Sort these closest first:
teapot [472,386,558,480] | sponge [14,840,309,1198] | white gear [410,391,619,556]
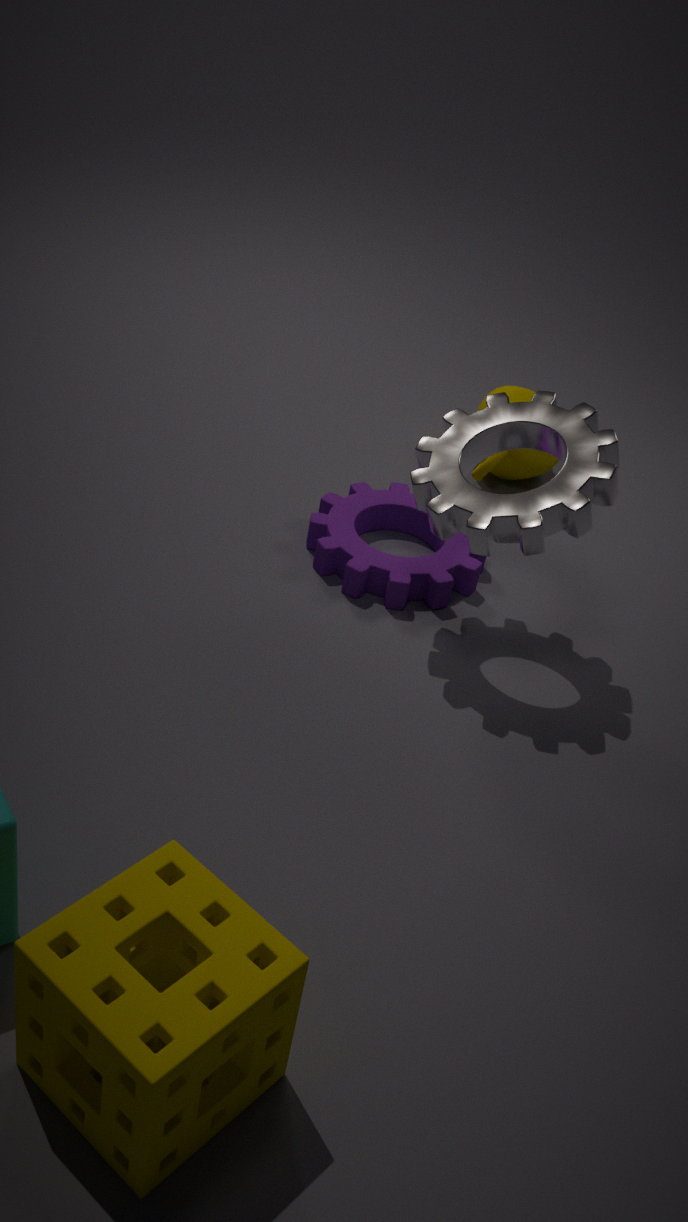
sponge [14,840,309,1198], white gear [410,391,619,556], teapot [472,386,558,480]
